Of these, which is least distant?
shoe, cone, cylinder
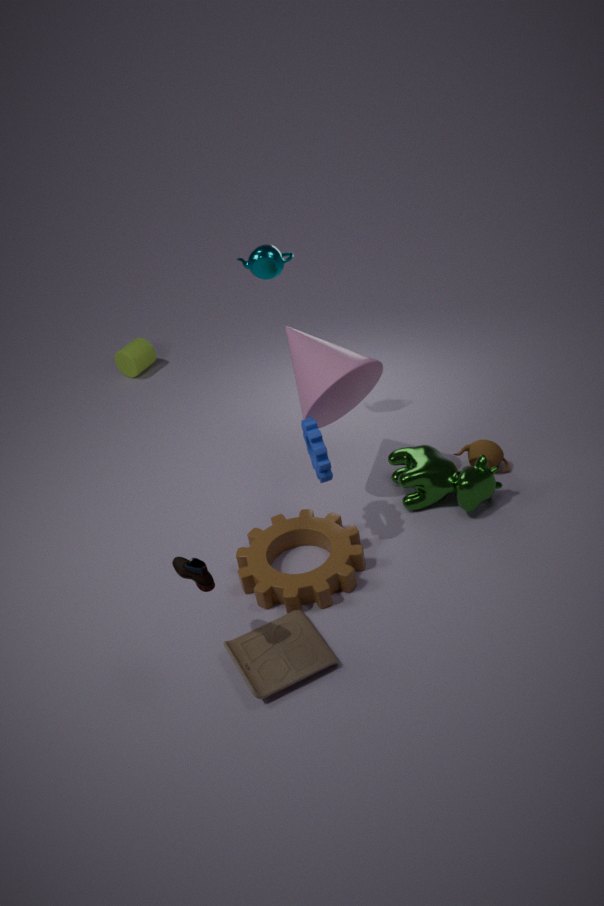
shoe
